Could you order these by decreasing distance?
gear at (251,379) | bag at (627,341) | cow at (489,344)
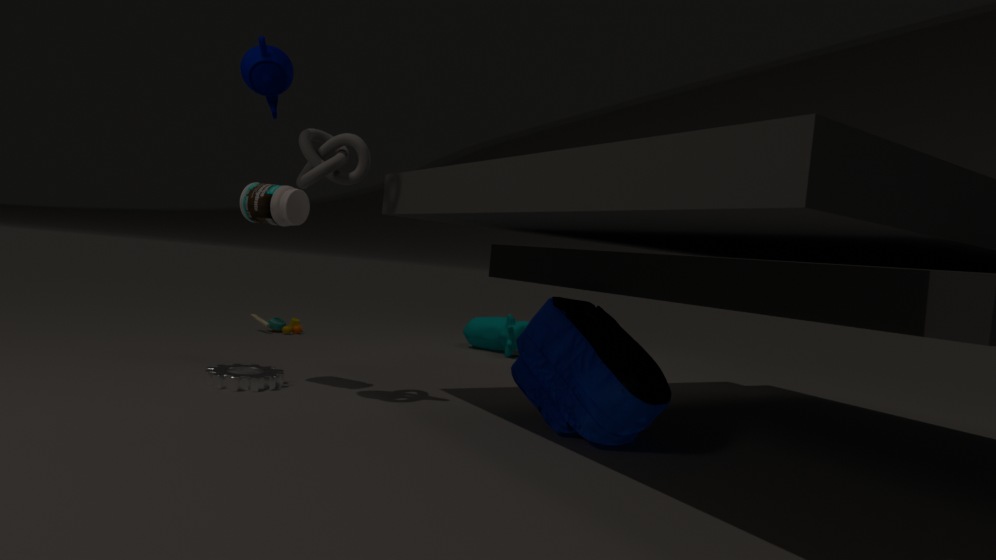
cow at (489,344), gear at (251,379), bag at (627,341)
